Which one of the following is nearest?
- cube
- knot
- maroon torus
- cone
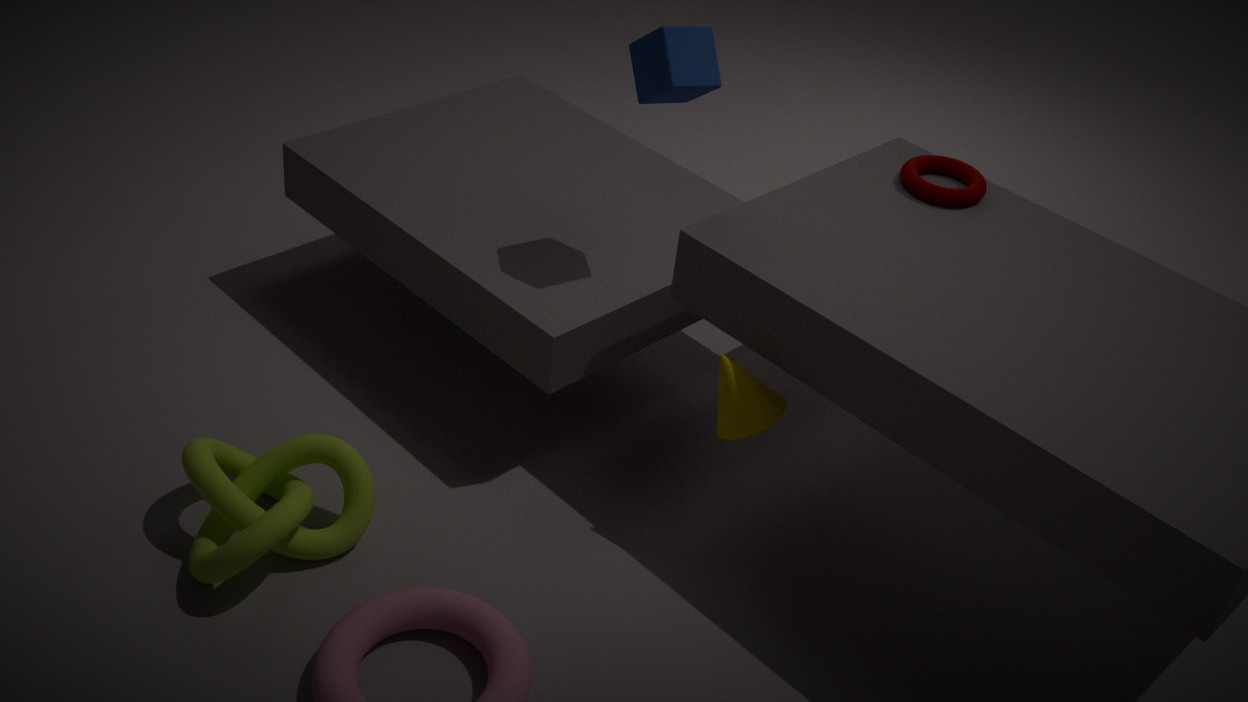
knot
